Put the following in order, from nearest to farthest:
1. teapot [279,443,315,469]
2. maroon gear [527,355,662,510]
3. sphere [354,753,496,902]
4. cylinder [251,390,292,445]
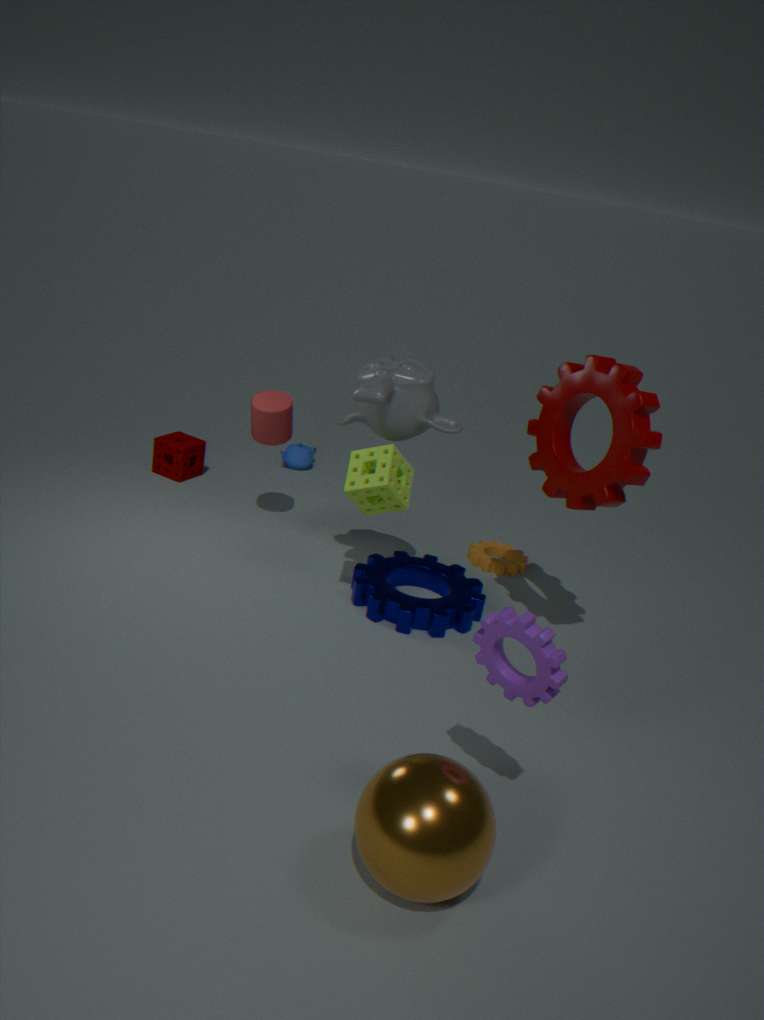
sphere [354,753,496,902], maroon gear [527,355,662,510], cylinder [251,390,292,445], teapot [279,443,315,469]
